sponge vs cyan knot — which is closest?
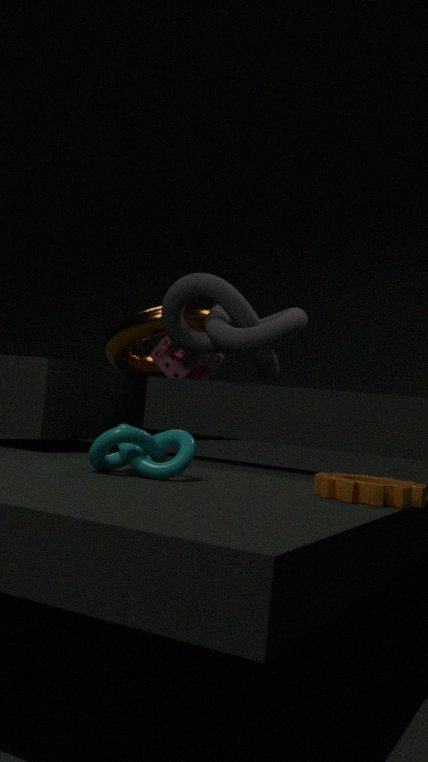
cyan knot
